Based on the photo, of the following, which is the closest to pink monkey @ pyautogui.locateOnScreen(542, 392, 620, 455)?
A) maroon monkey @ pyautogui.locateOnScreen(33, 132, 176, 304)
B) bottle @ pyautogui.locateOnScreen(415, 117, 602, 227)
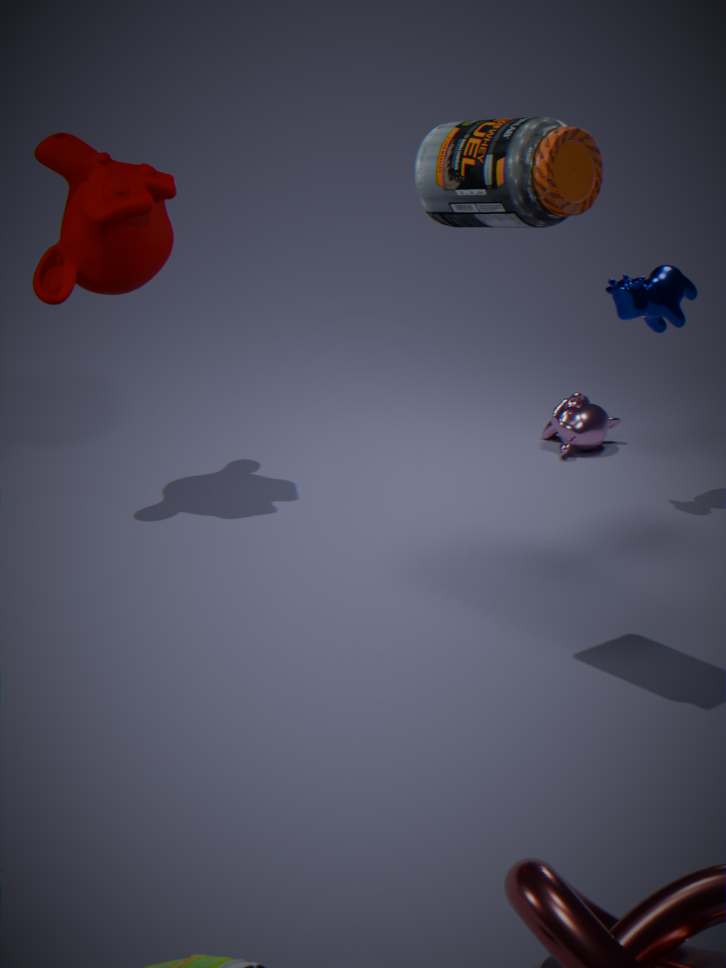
maroon monkey @ pyautogui.locateOnScreen(33, 132, 176, 304)
